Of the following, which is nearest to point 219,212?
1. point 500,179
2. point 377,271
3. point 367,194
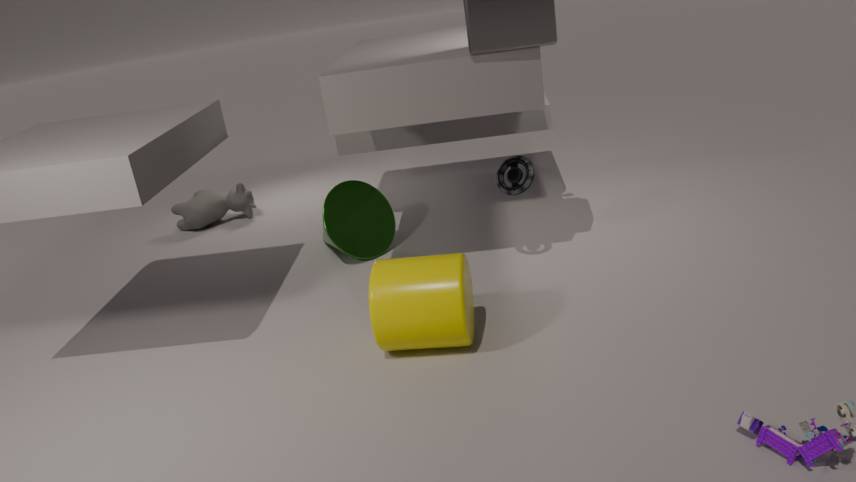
point 367,194
